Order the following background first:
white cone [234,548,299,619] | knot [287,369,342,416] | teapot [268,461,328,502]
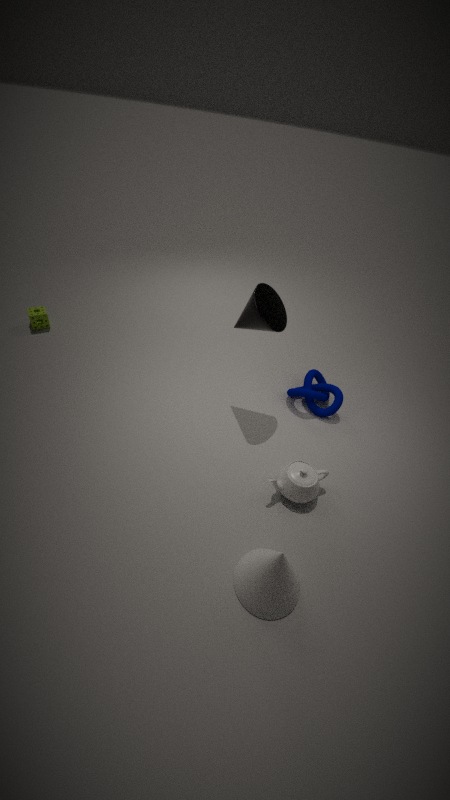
knot [287,369,342,416] < teapot [268,461,328,502] < white cone [234,548,299,619]
